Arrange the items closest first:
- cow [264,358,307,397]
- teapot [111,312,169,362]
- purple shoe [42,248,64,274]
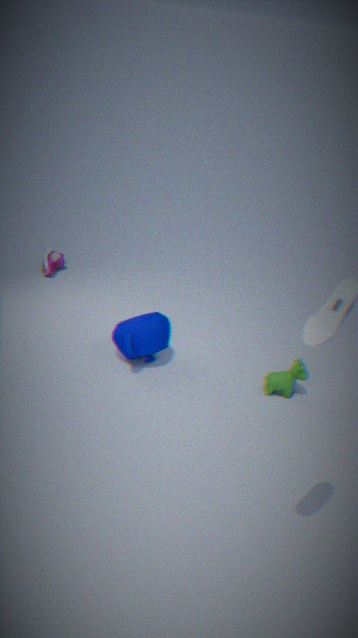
cow [264,358,307,397] < teapot [111,312,169,362] < purple shoe [42,248,64,274]
